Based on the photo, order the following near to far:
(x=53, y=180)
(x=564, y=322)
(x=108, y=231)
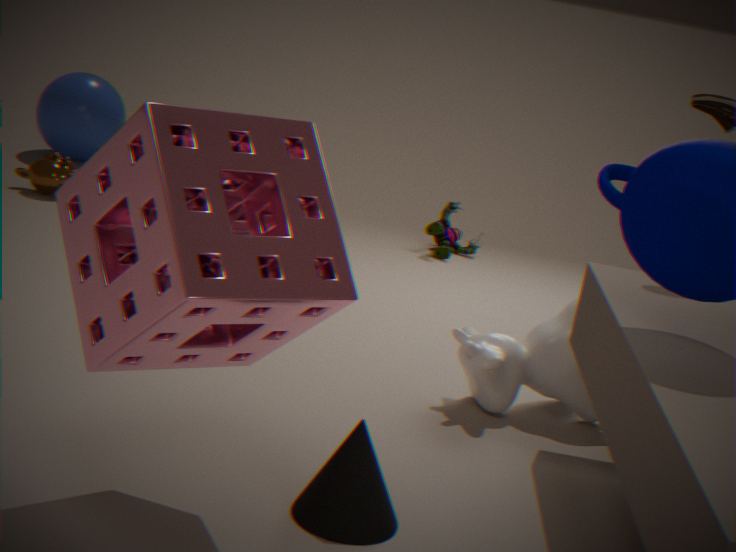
(x=108, y=231) < (x=564, y=322) < (x=53, y=180)
